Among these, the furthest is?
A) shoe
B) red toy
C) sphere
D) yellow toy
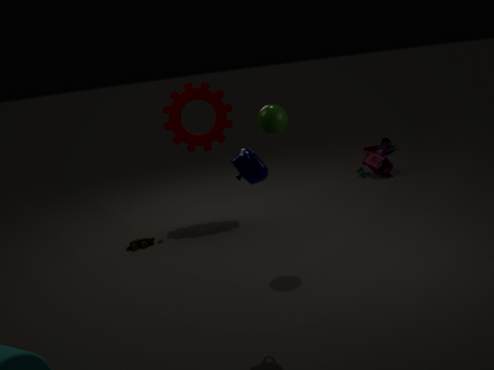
shoe
